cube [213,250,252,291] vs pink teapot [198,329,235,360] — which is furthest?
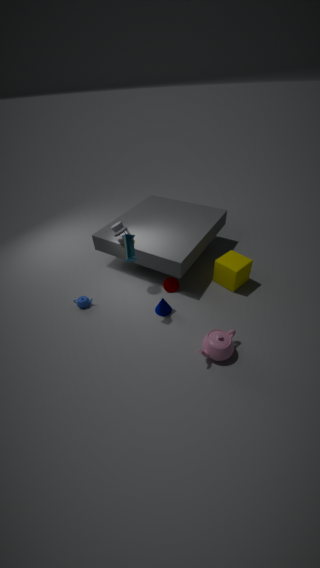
cube [213,250,252,291]
